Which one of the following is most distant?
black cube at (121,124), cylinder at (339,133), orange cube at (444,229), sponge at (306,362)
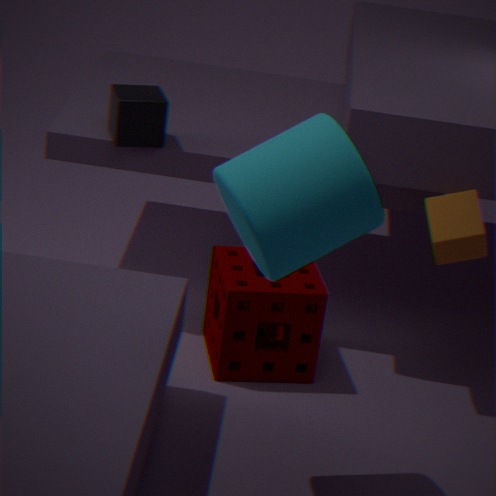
black cube at (121,124)
